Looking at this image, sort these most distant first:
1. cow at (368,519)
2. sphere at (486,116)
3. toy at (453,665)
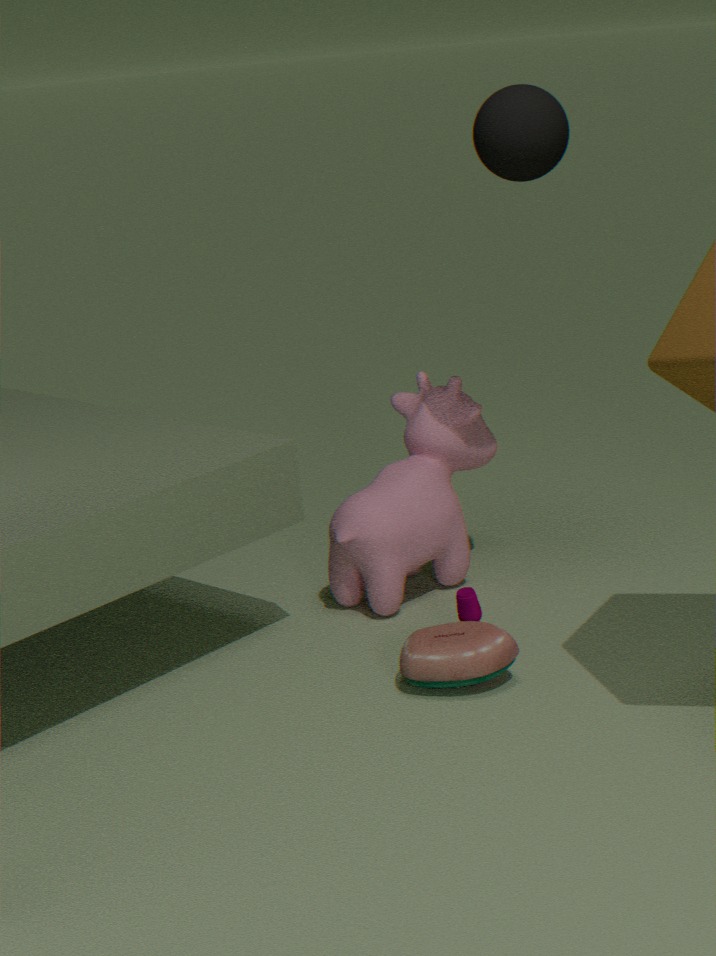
cow at (368,519) → sphere at (486,116) → toy at (453,665)
